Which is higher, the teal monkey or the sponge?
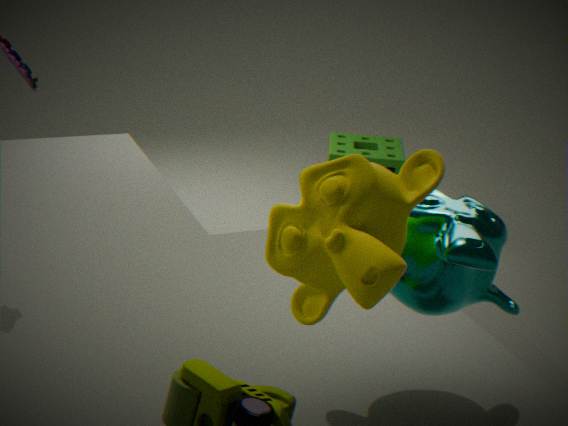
the teal monkey
